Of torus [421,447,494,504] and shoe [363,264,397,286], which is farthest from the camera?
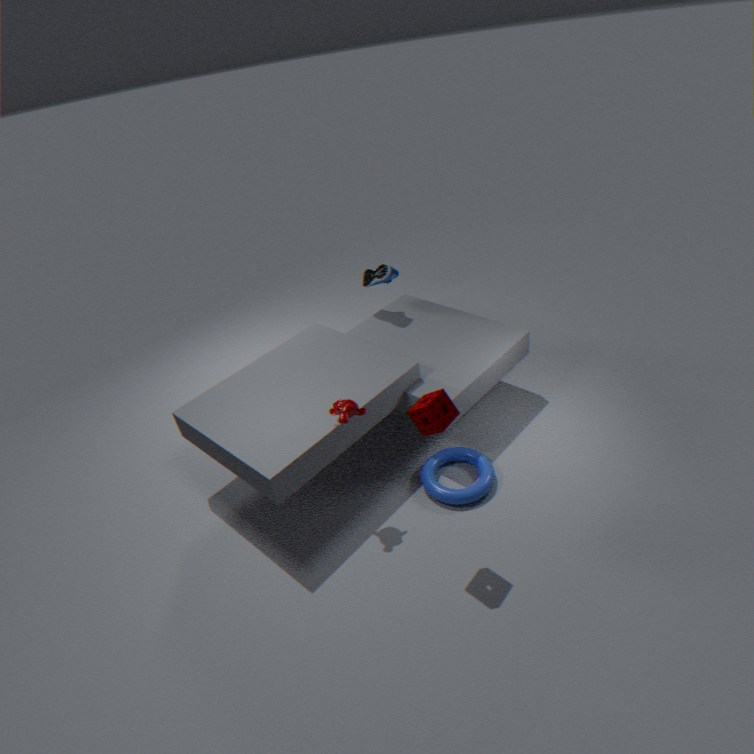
shoe [363,264,397,286]
